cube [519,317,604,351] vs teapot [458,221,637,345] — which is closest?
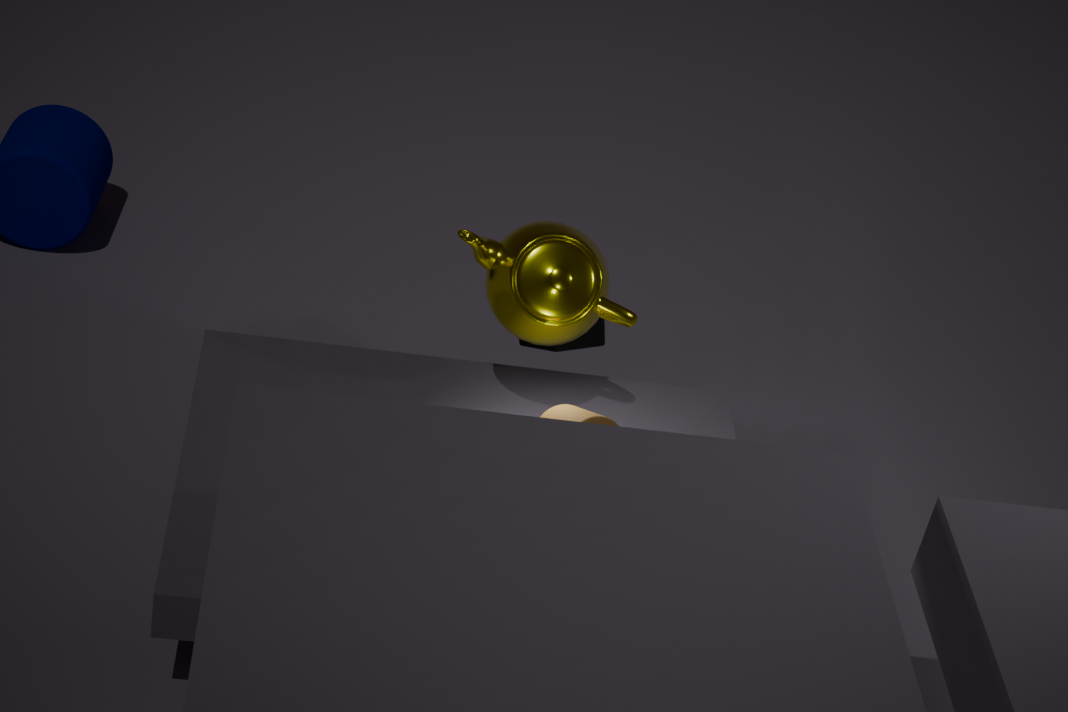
teapot [458,221,637,345]
